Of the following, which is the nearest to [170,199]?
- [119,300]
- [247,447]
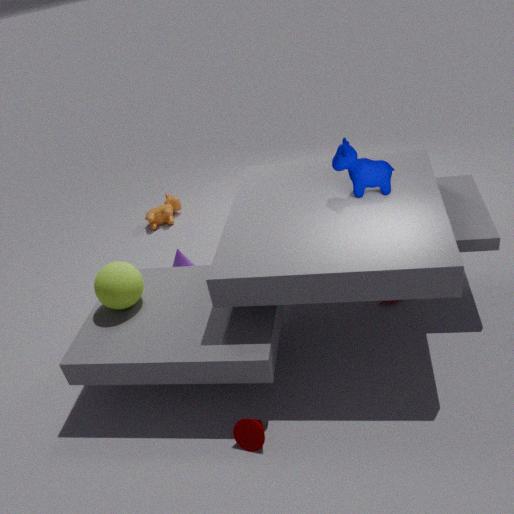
[119,300]
